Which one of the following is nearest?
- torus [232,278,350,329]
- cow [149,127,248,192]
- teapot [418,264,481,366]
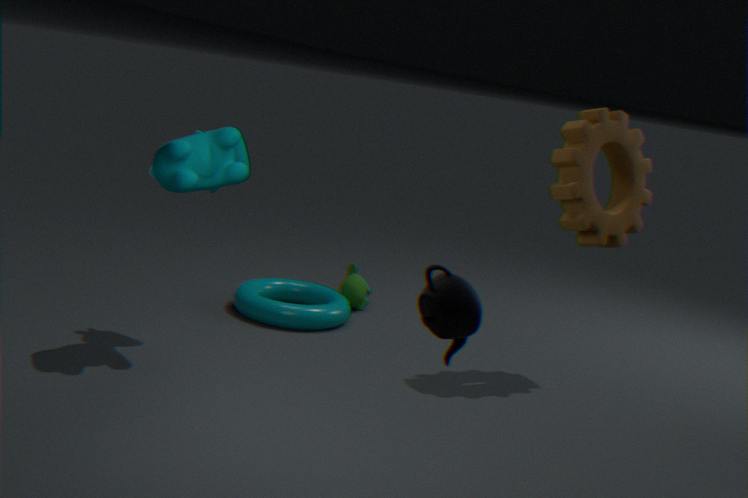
teapot [418,264,481,366]
